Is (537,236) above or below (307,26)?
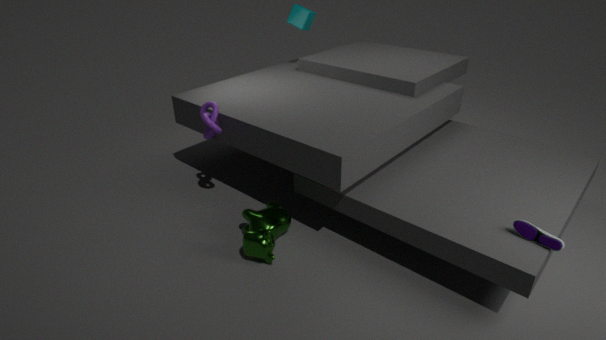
below
